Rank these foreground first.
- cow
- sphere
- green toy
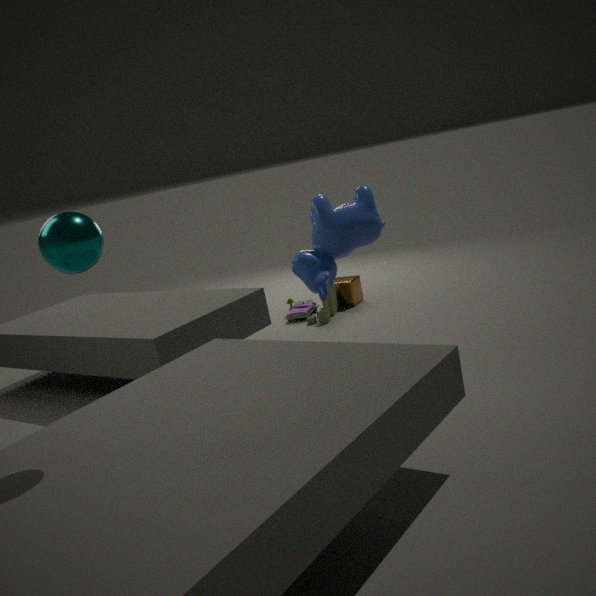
sphere
cow
green toy
